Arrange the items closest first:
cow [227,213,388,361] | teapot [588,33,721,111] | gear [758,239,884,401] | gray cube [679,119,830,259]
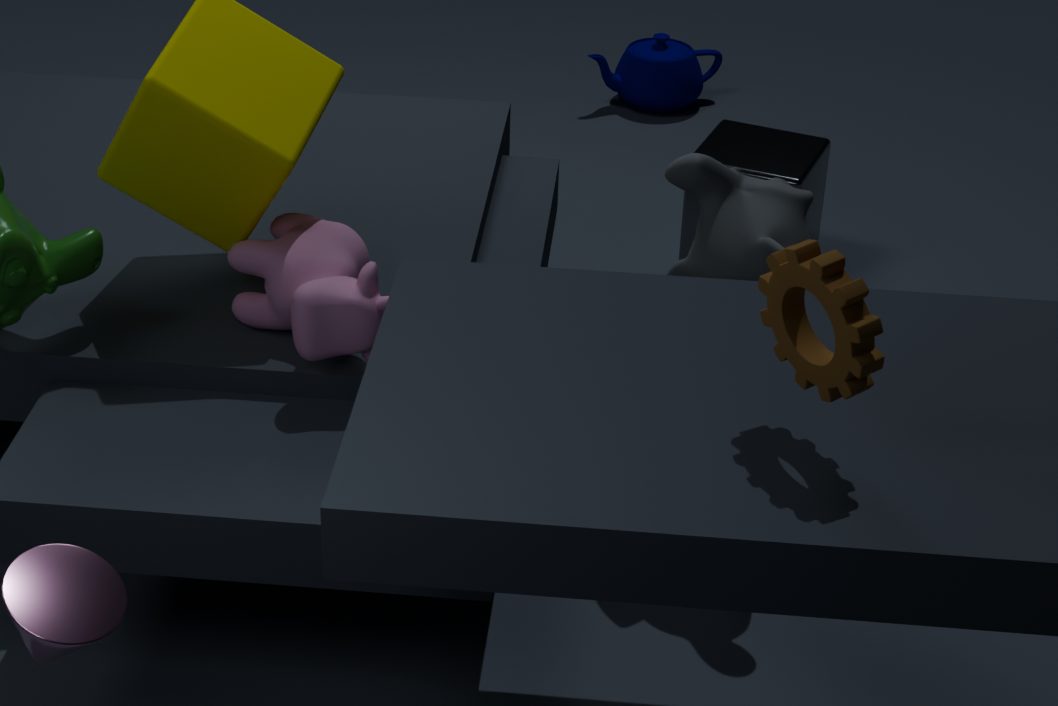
gear [758,239,884,401], cow [227,213,388,361], gray cube [679,119,830,259], teapot [588,33,721,111]
